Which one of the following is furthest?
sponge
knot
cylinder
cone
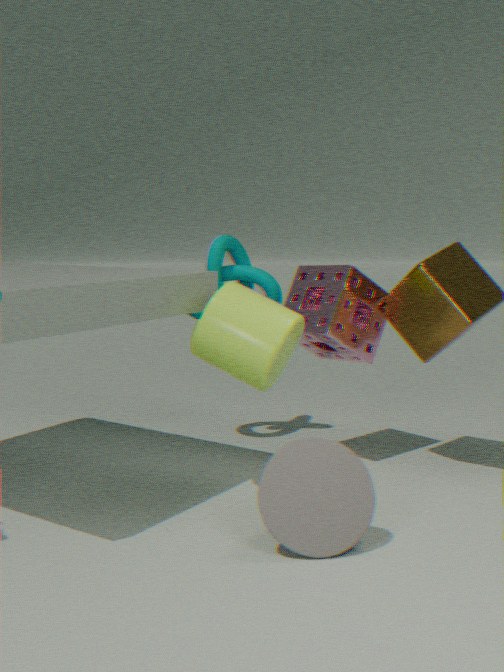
knot
